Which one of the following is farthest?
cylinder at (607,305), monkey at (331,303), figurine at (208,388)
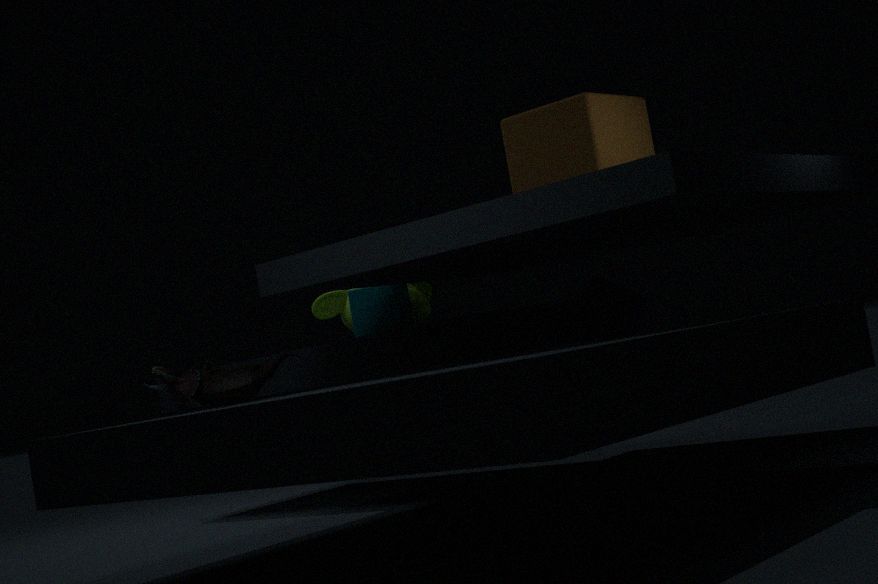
monkey at (331,303)
